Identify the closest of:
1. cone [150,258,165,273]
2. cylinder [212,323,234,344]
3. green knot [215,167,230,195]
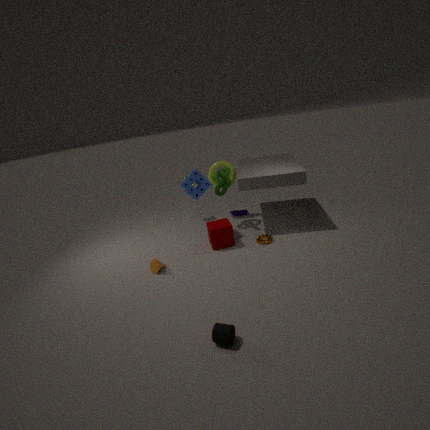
cylinder [212,323,234,344]
